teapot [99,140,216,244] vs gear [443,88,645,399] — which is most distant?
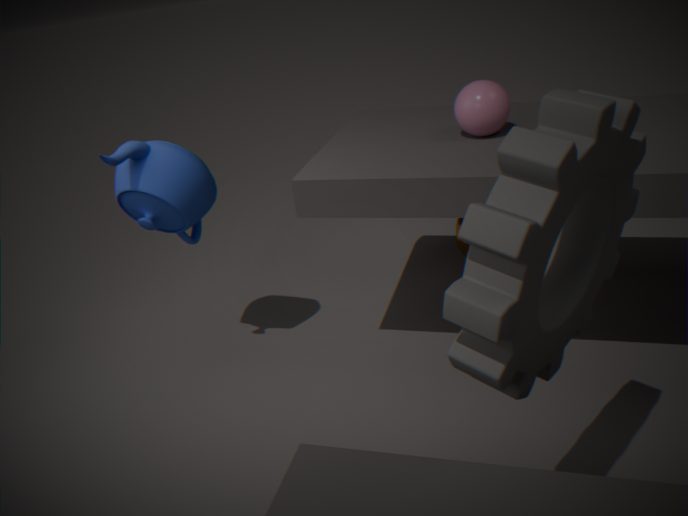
teapot [99,140,216,244]
